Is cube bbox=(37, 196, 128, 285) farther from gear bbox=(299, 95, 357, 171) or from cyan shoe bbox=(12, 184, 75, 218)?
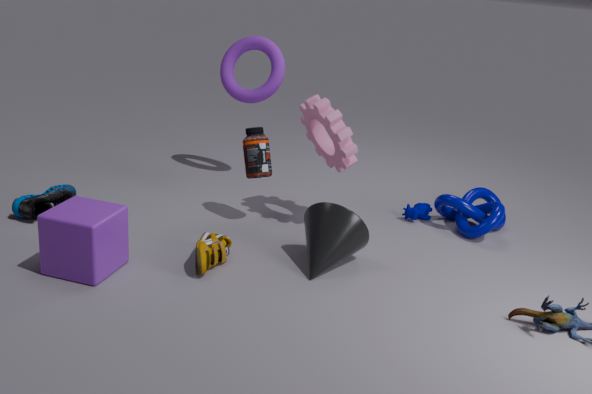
gear bbox=(299, 95, 357, 171)
